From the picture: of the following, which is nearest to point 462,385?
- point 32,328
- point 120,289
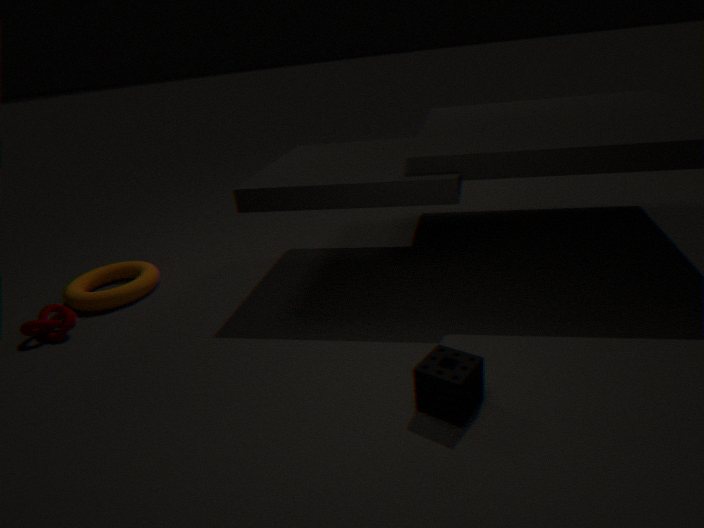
point 32,328
